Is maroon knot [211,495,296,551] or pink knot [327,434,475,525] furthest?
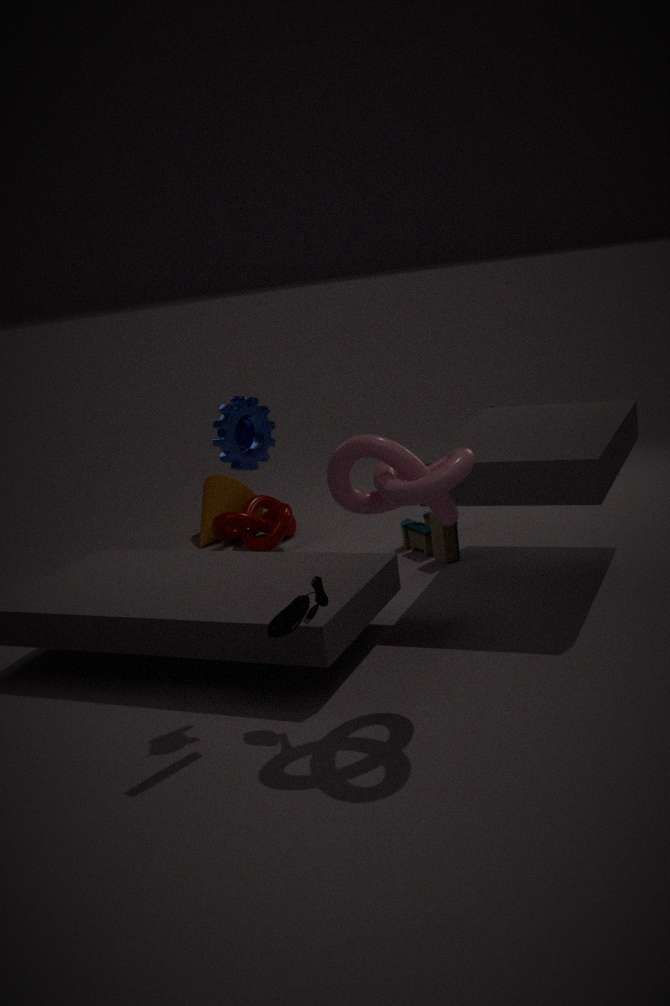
maroon knot [211,495,296,551]
